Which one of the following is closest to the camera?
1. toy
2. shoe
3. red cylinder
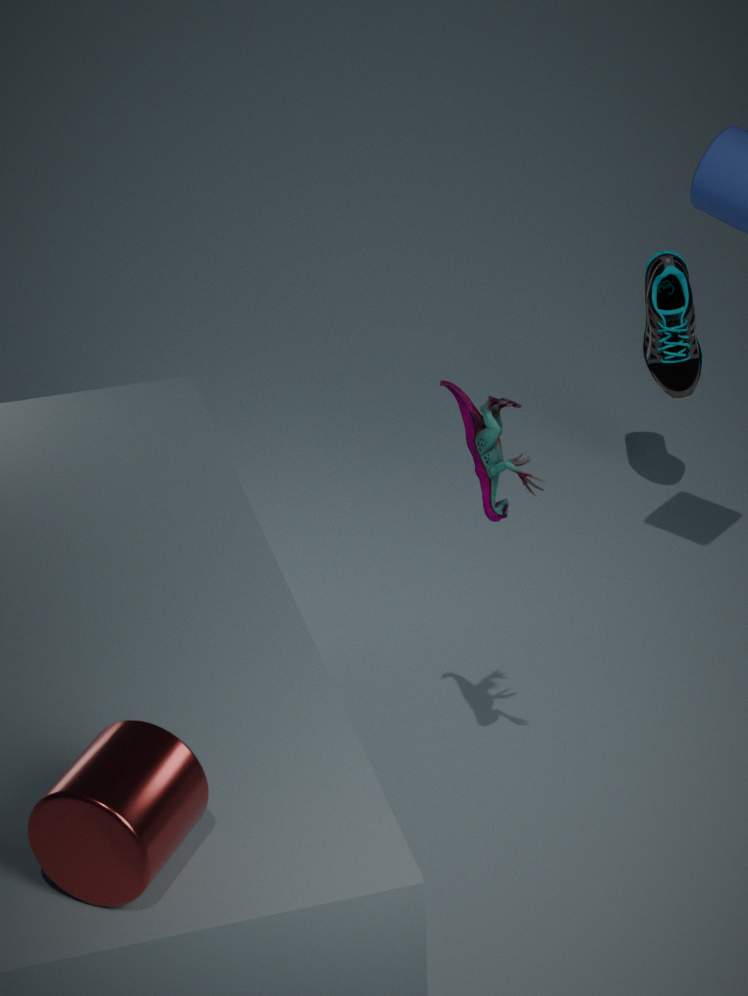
red cylinder
